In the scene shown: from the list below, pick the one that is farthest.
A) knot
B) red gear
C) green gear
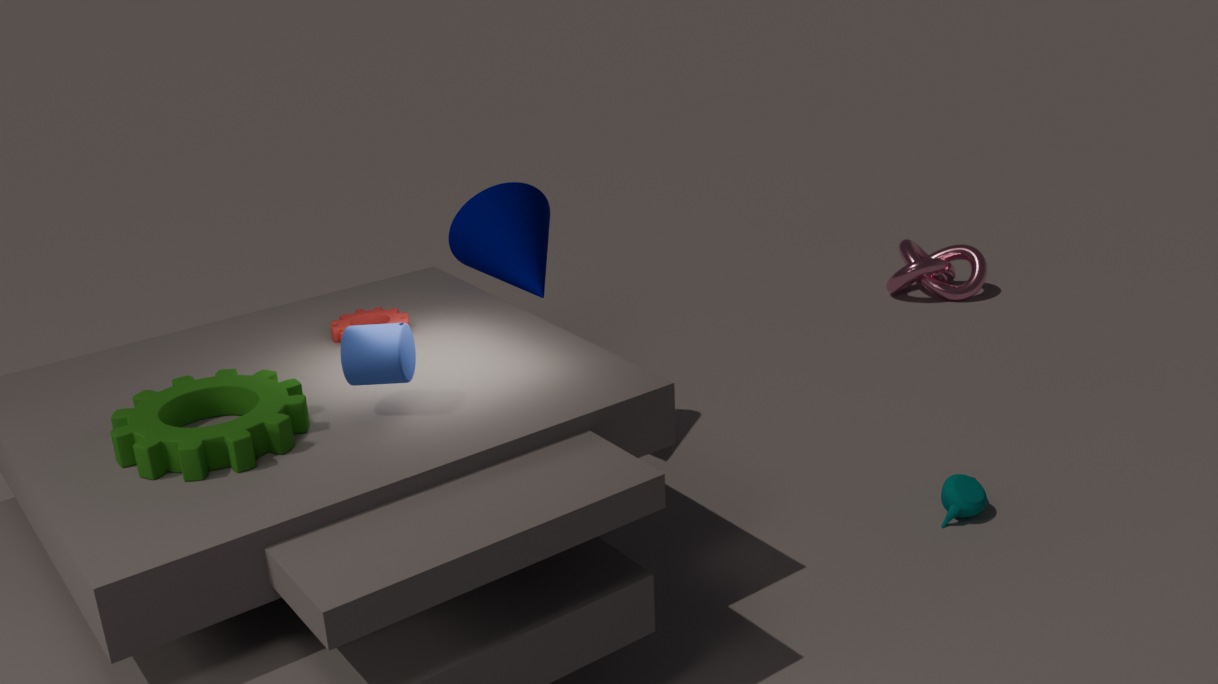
knot
